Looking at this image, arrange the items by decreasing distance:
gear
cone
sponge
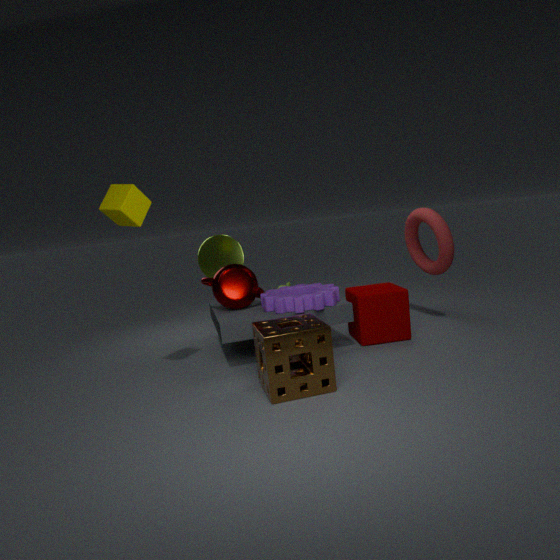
cone → gear → sponge
